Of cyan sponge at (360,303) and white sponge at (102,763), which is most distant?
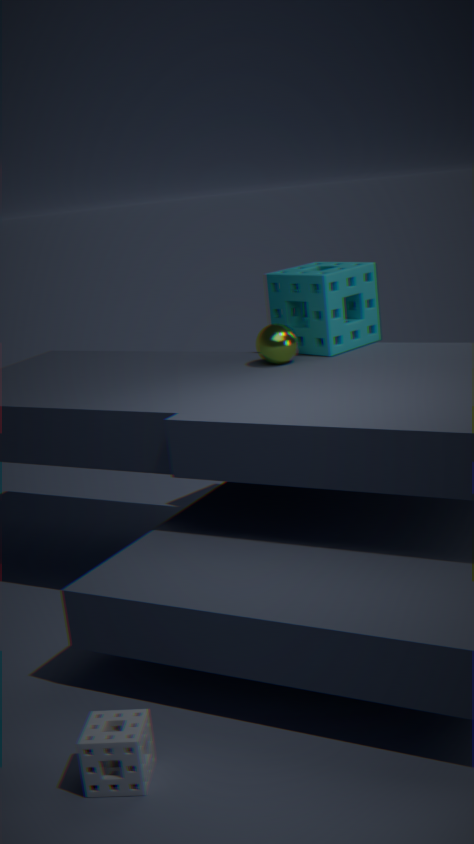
cyan sponge at (360,303)
